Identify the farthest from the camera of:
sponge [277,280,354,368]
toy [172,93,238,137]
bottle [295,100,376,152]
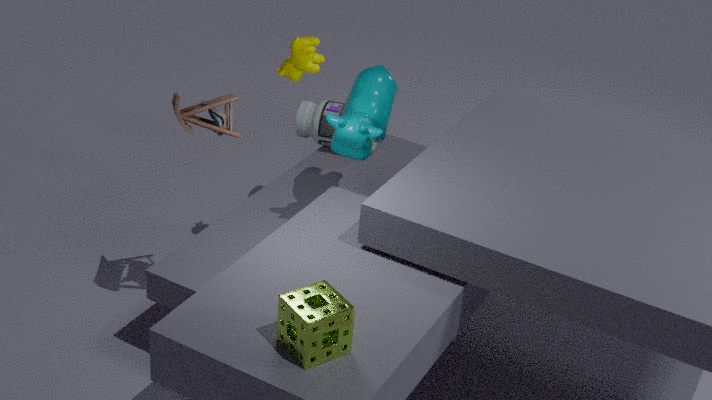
bottle [295,100,376,152]
